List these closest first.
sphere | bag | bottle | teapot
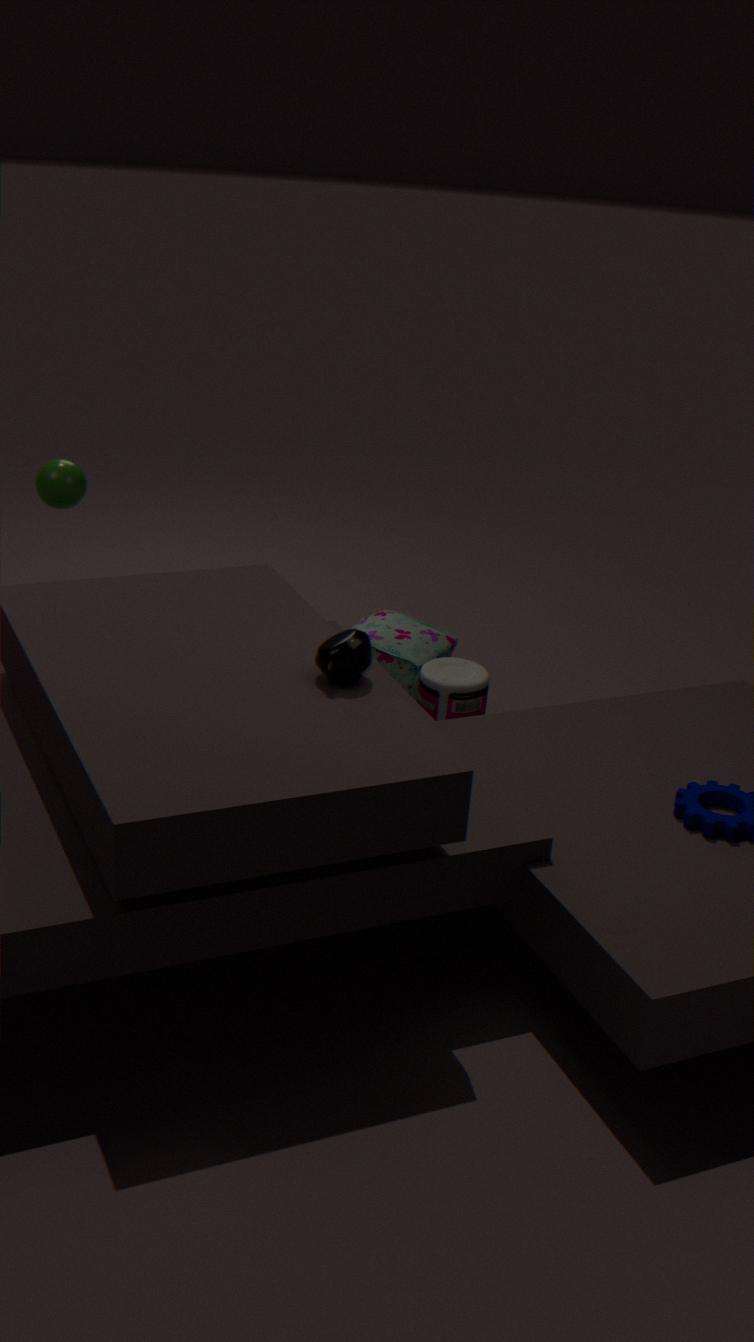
teapot, bottle, sphere, bag
